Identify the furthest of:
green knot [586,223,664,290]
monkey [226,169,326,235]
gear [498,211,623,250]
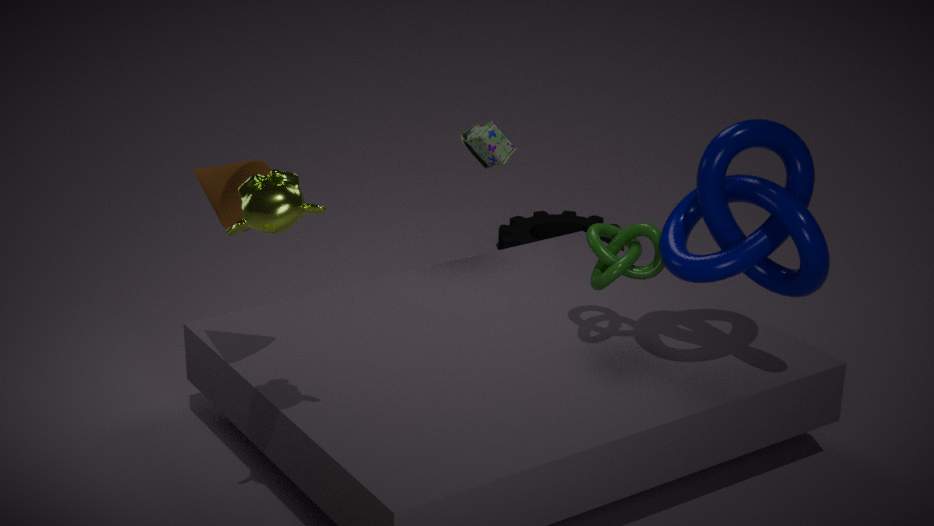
gear [498,211,623,250]
